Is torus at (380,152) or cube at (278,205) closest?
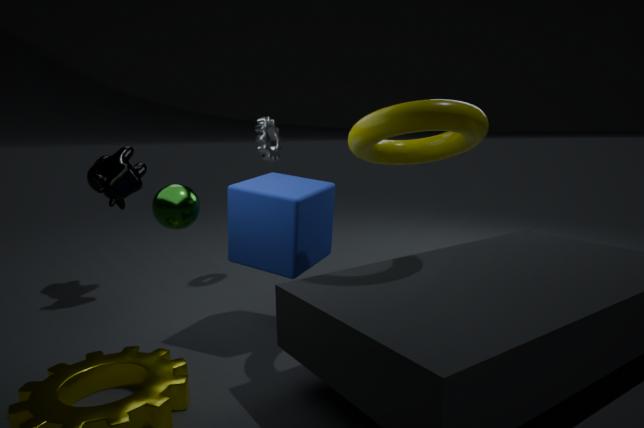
torus at (380,152)
